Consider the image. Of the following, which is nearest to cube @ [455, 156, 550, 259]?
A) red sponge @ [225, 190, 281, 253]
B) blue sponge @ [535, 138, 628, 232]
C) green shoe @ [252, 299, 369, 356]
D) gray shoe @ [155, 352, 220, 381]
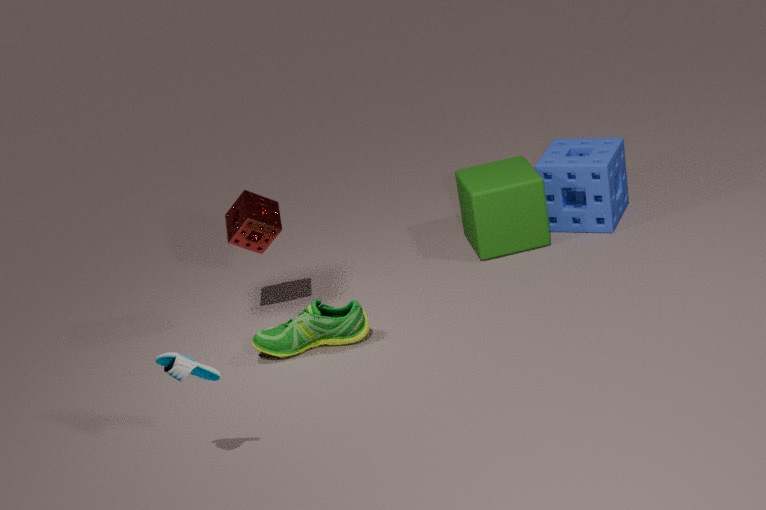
blue sponge @ [535, 138, 628, 232]
